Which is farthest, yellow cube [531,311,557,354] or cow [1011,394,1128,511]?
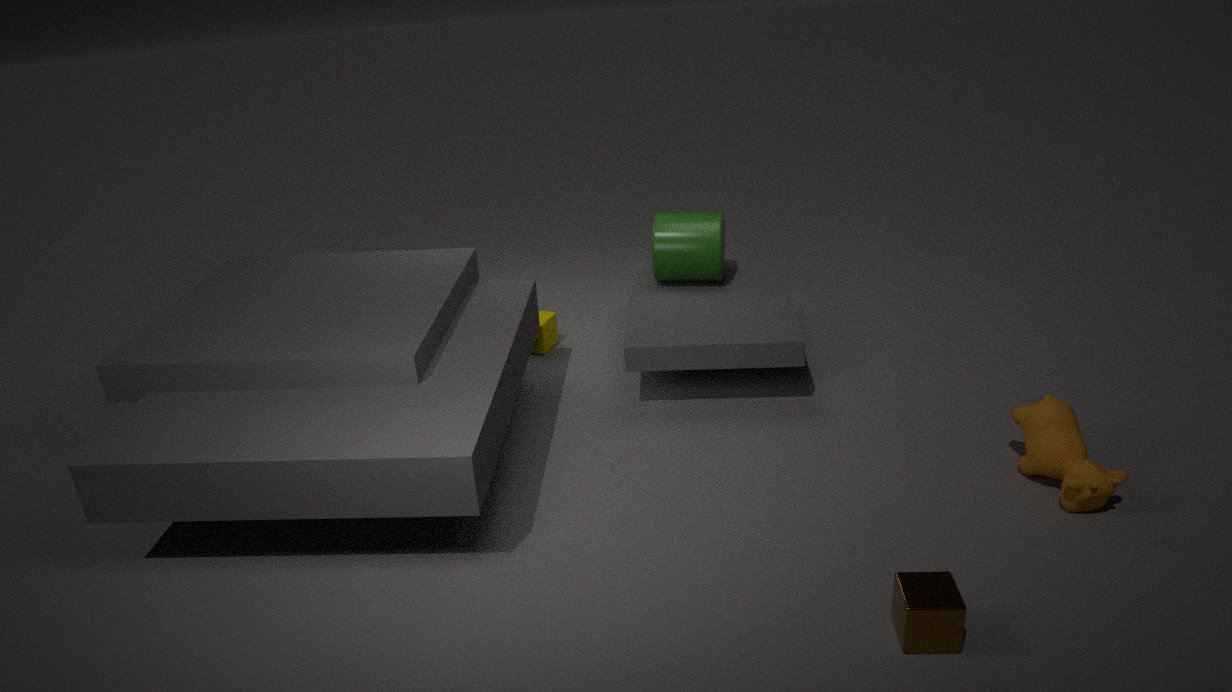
yellow cube [531,311,557,354]
